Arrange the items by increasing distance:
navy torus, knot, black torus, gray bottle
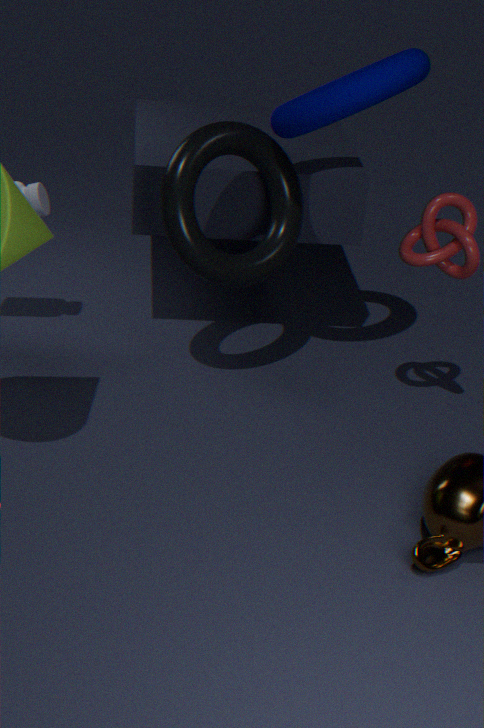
navy torus, knot, black torus, gray bottle
